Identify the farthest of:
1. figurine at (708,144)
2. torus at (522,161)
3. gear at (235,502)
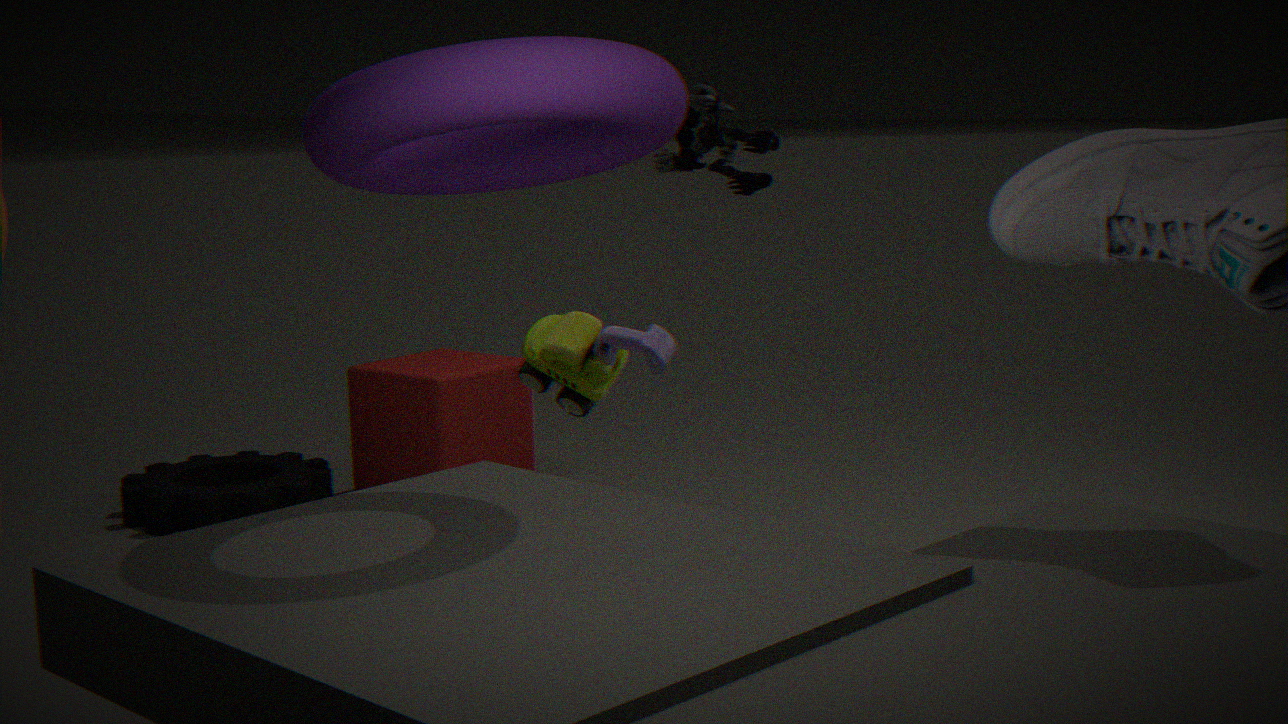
gear at (235,502)
